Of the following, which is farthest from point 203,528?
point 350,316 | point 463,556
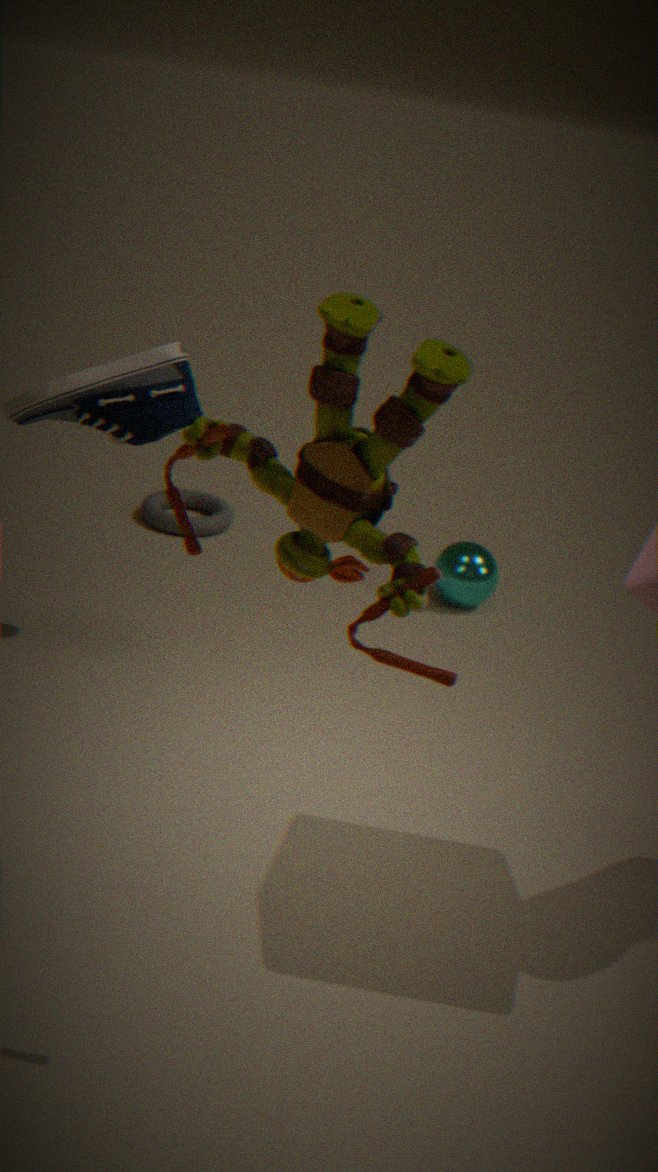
point 350,316
